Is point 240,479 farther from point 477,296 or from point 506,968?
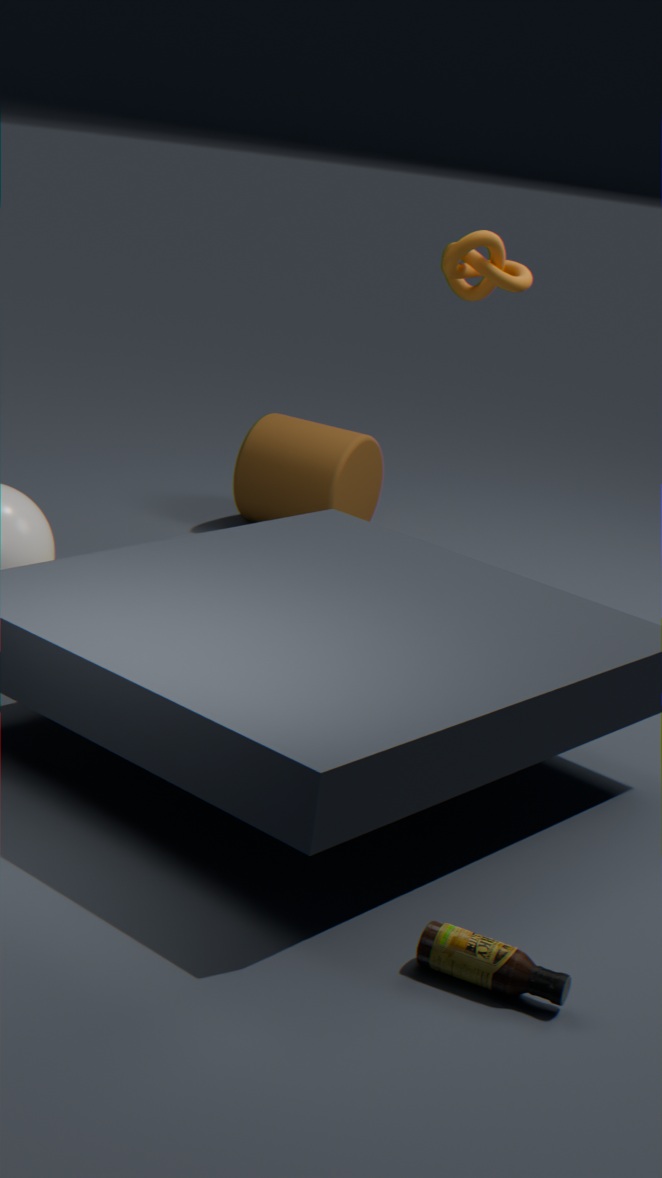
point 506,968
